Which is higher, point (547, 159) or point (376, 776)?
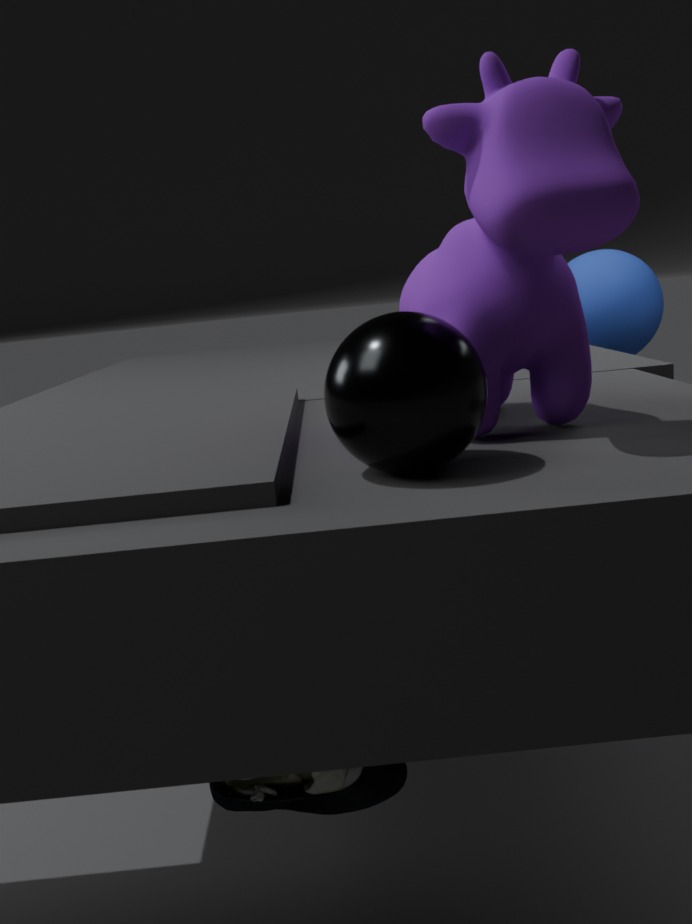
point (547, 159)
